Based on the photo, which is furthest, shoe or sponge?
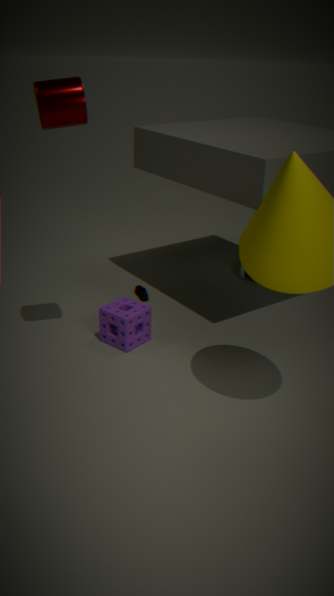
shoe
